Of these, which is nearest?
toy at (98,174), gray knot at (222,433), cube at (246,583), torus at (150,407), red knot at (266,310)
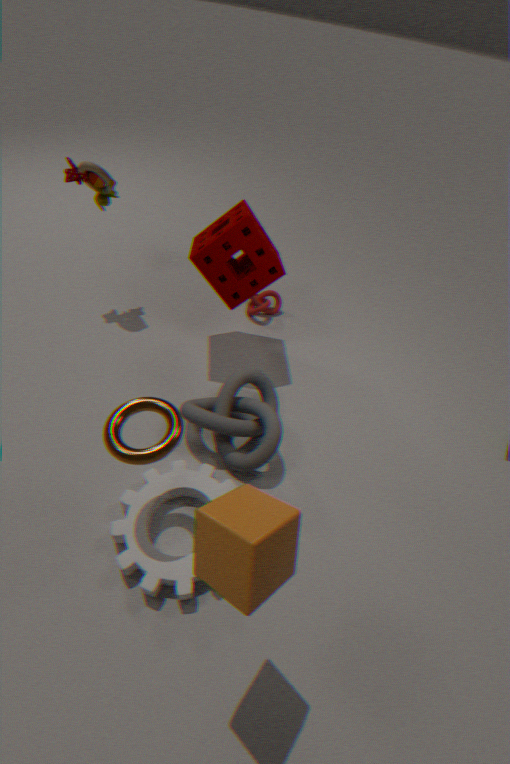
cube at (246,583)
